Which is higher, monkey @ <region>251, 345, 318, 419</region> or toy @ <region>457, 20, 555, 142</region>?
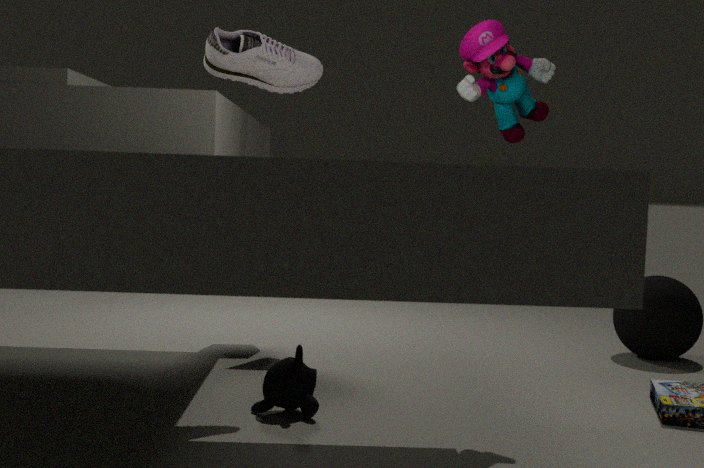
toy @ <region>457, 20, 555, 142</region>
